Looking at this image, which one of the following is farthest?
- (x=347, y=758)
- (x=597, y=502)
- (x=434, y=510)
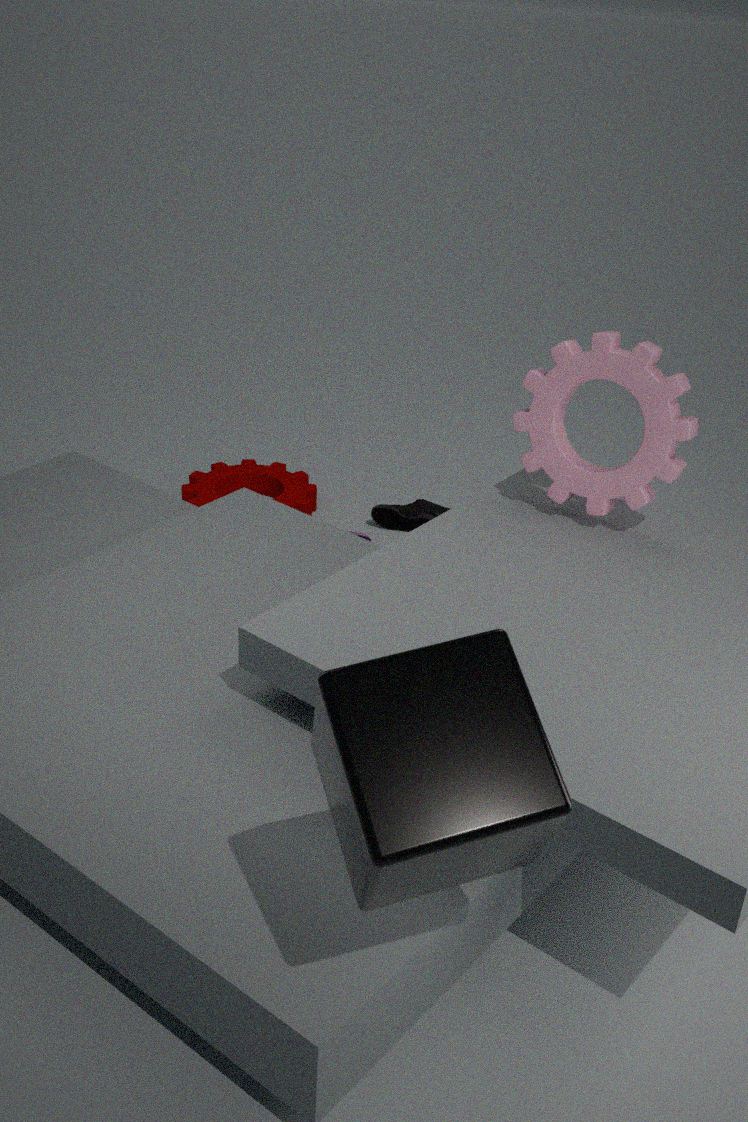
(x=434, y=510)
